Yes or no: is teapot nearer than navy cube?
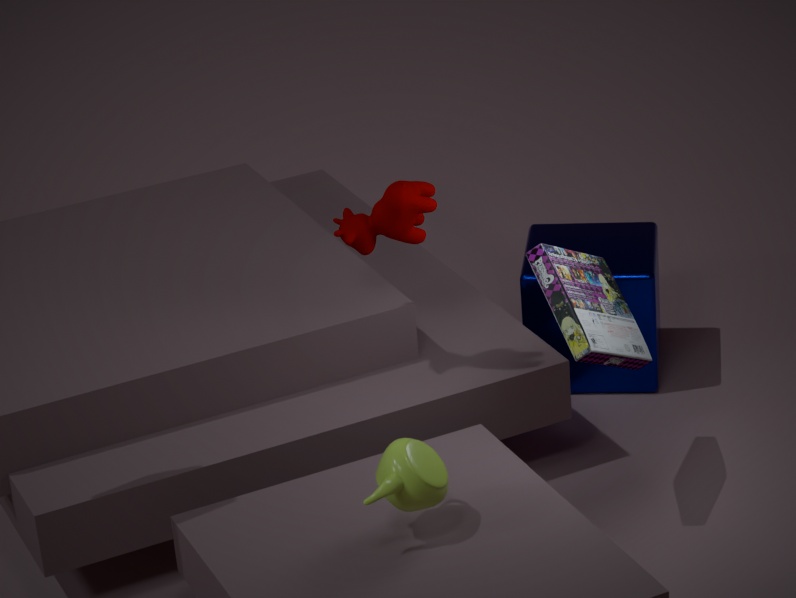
Yes
